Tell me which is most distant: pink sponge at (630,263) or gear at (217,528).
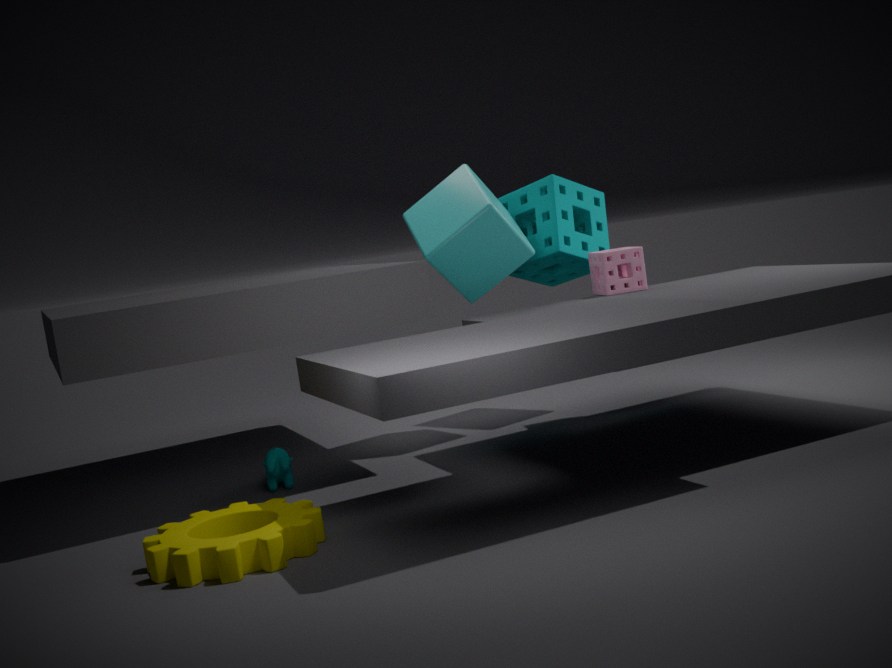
pink sponge at (630,263)
